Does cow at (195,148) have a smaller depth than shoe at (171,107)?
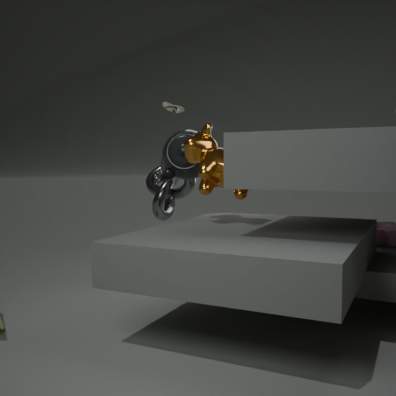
Yes
